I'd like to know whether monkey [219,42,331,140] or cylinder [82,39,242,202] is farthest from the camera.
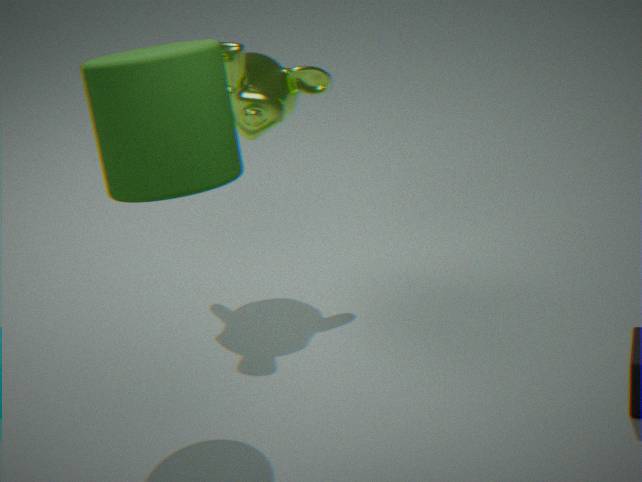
monkey [219,42,331,140]
